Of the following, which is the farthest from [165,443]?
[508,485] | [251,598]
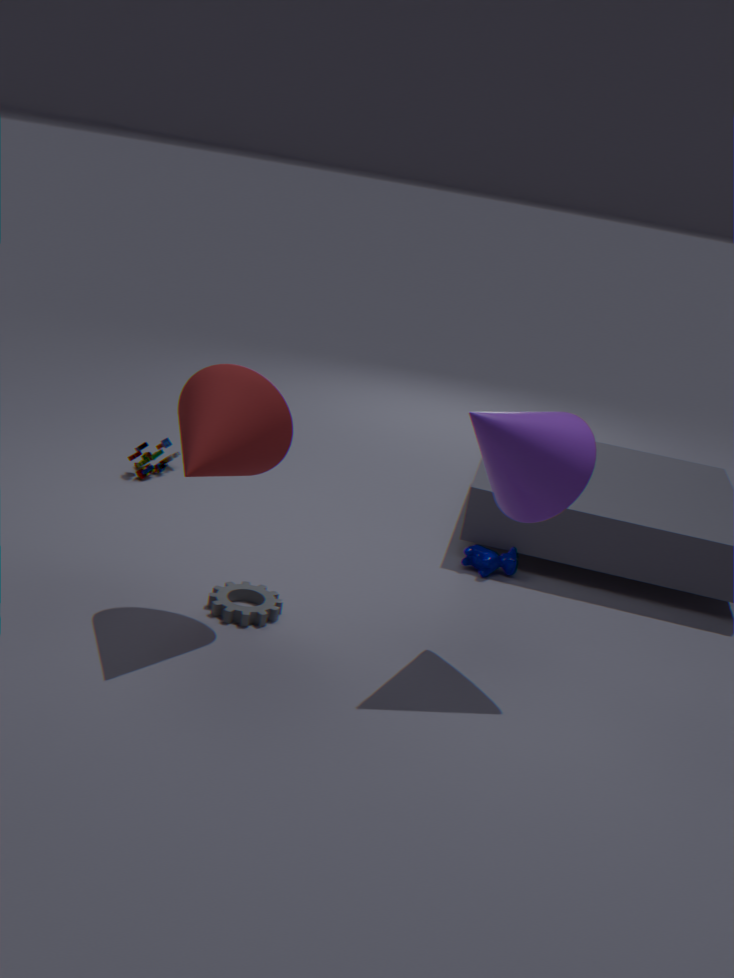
[508,485]
